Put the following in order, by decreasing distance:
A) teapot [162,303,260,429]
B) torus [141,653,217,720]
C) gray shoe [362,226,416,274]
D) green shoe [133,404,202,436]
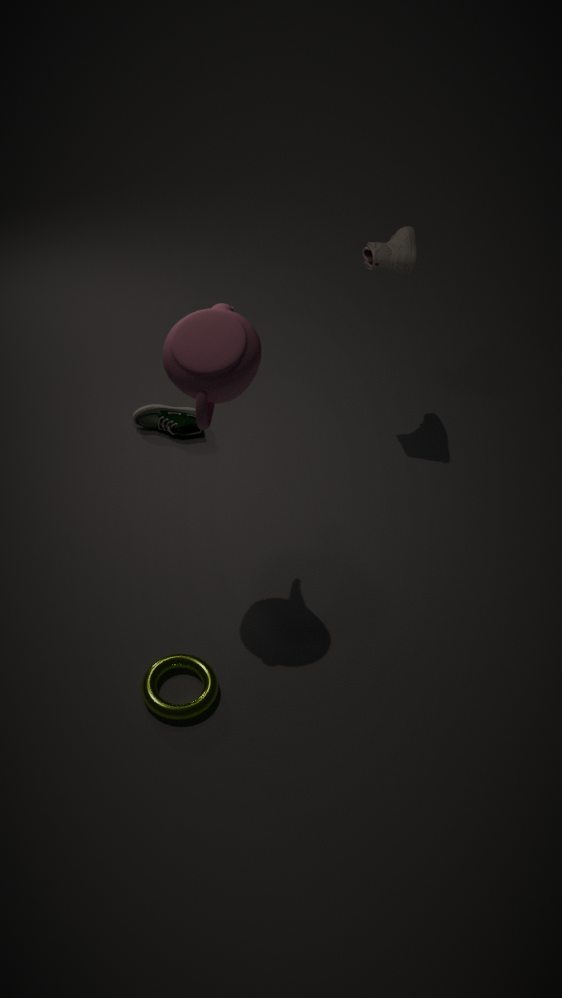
green shoe [133,404,202,436] → gray shoe [362,226,416,274] → torus [141,653,217,720] → teapot [162,303,260,429]
